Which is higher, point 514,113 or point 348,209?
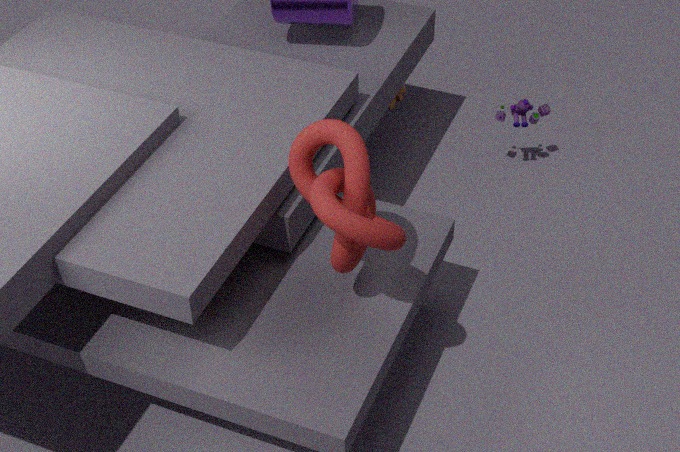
point 348,209
